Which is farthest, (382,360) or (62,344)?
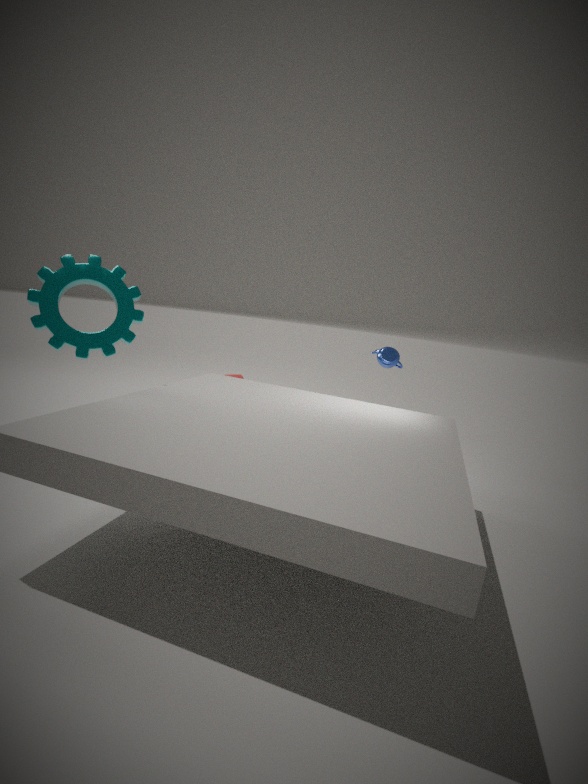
(382,360)
